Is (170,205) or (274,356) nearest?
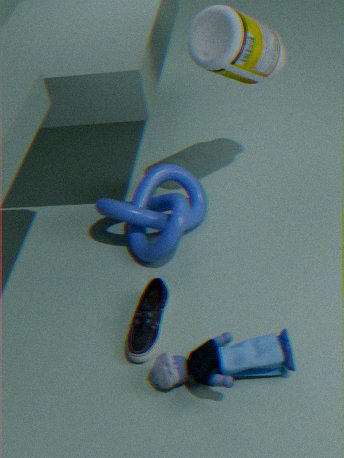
(274,356)
